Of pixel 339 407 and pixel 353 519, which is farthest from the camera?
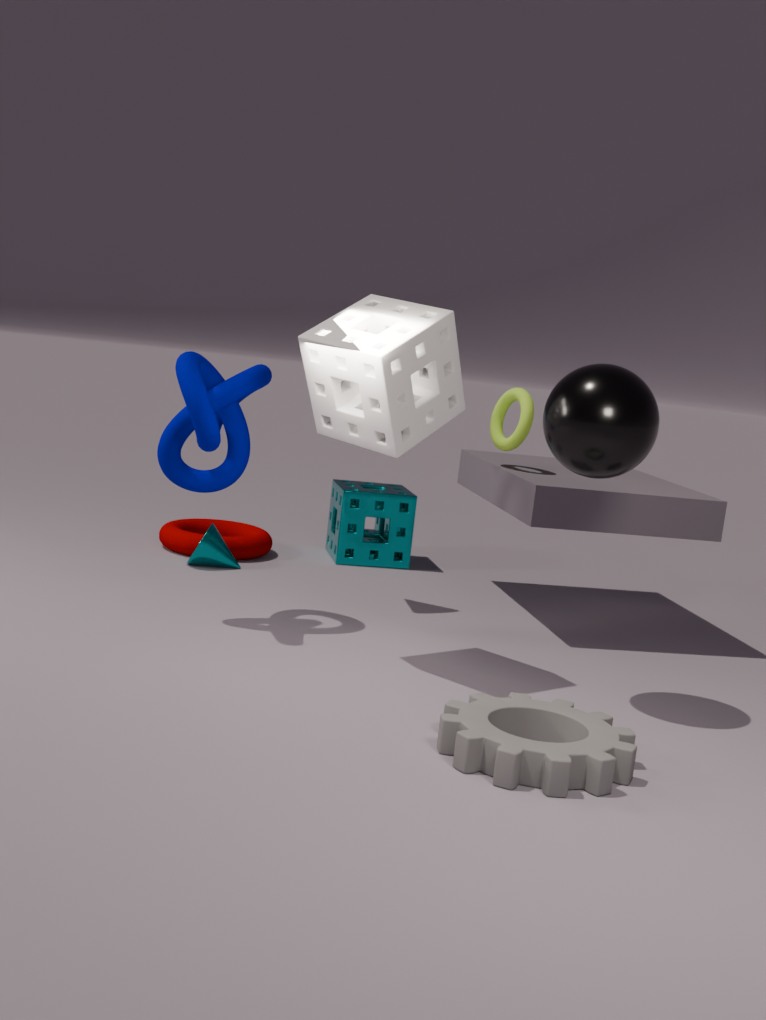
pixel 353 519
